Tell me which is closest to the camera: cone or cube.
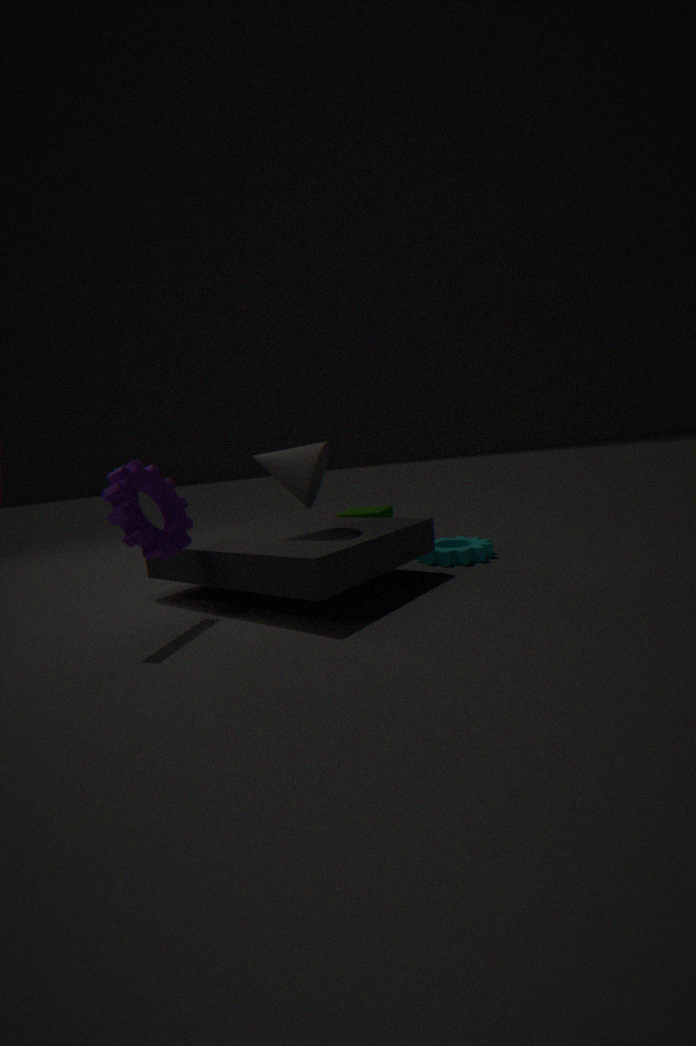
cone
